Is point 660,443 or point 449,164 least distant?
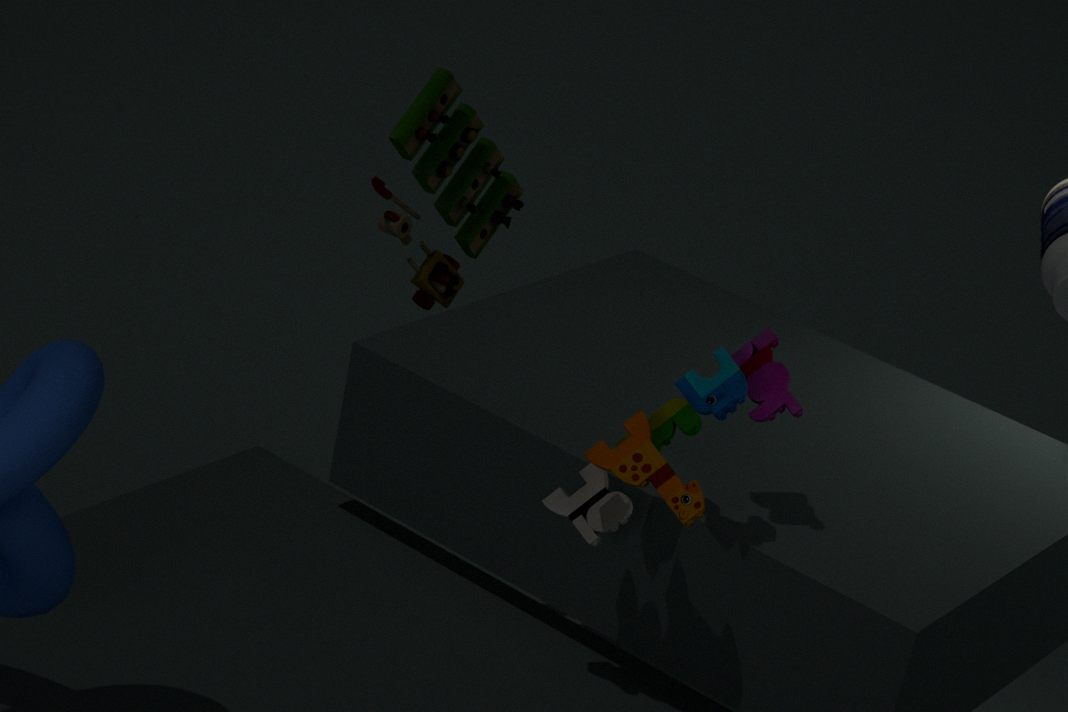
point 660,443
